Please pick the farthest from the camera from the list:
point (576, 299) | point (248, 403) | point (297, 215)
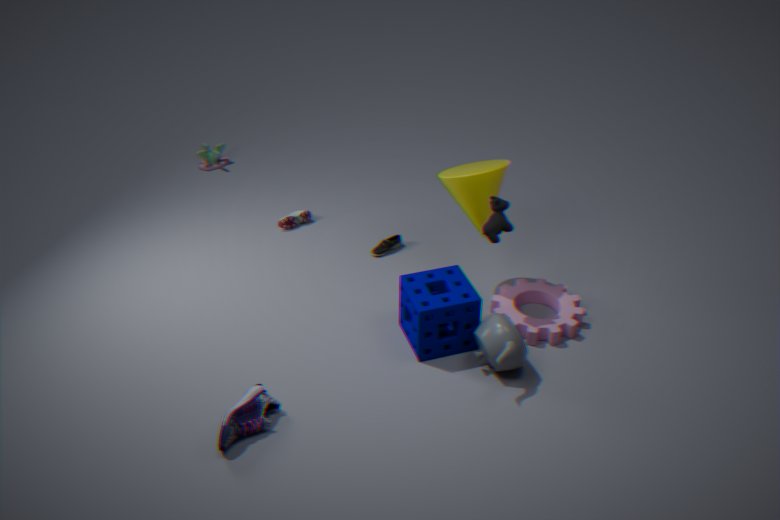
point (297, 215)
